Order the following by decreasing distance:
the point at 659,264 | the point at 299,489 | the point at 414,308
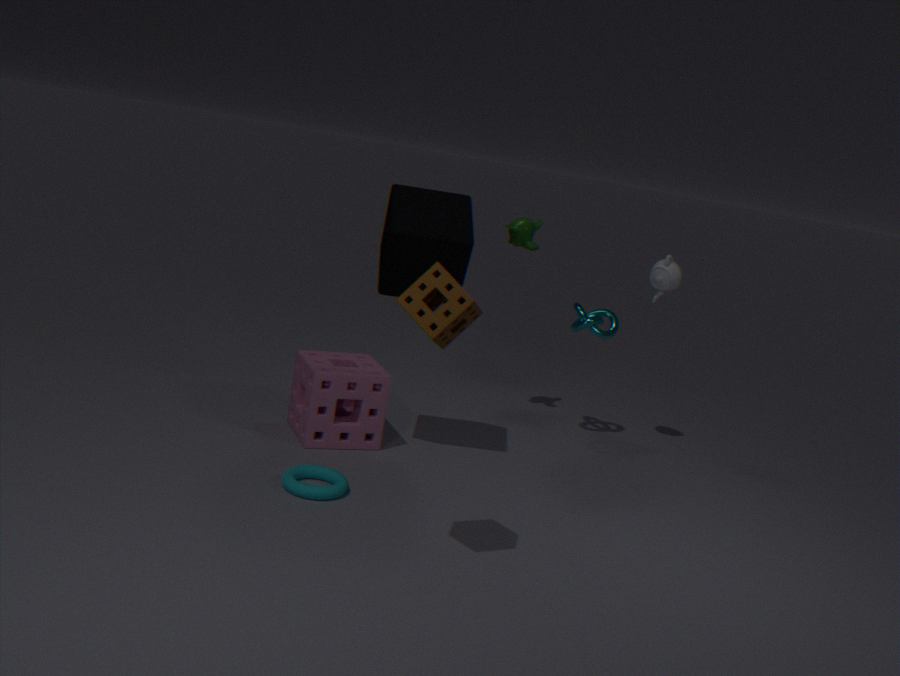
the point at 659,264 → the point at 299,489 → the point at 414,308
